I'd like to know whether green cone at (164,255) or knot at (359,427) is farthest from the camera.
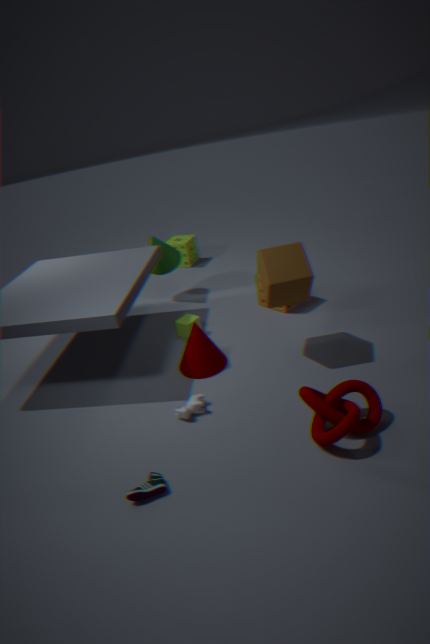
green cone at (164,255)
